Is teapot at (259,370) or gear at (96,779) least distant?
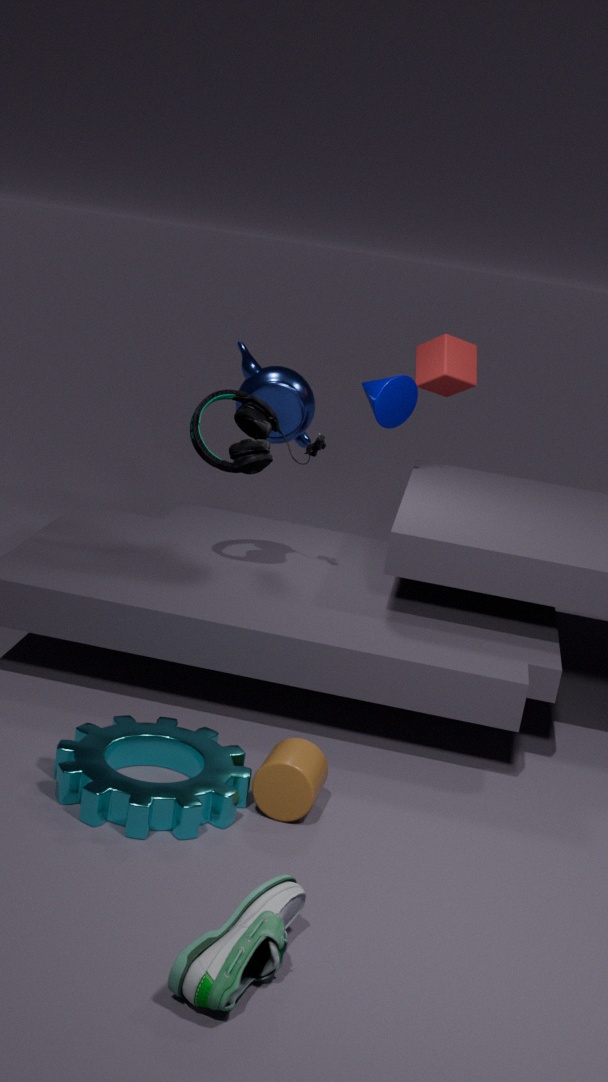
gear at (96,779)
